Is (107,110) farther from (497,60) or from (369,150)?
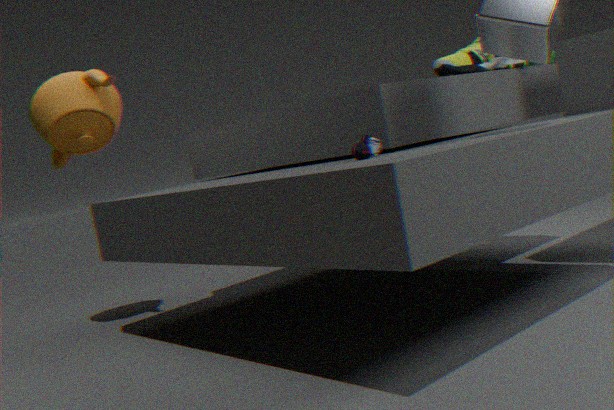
(497,60)
